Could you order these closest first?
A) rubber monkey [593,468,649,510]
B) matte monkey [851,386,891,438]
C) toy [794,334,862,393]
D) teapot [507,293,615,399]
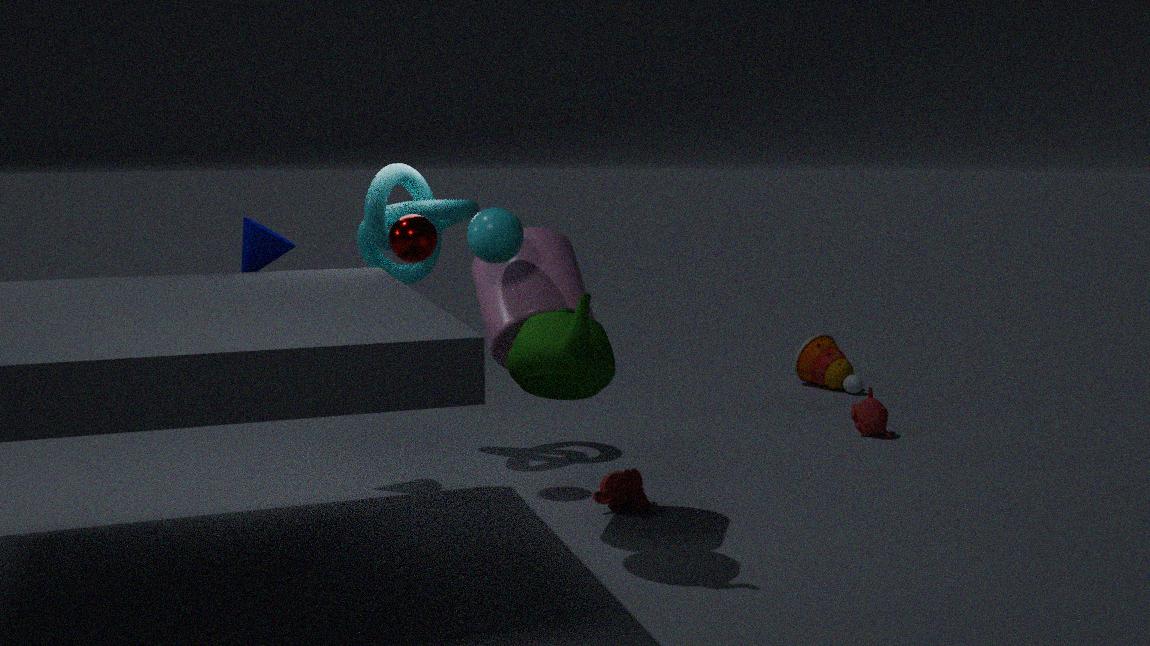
teapot [507,293,615,399]
rubber monkey [593,468,649,510]
matte monkey [851,386,891,438]
toy [794,334,862,393]
